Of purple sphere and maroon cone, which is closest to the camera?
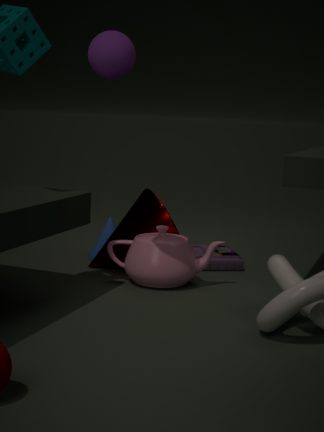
purple sphere
